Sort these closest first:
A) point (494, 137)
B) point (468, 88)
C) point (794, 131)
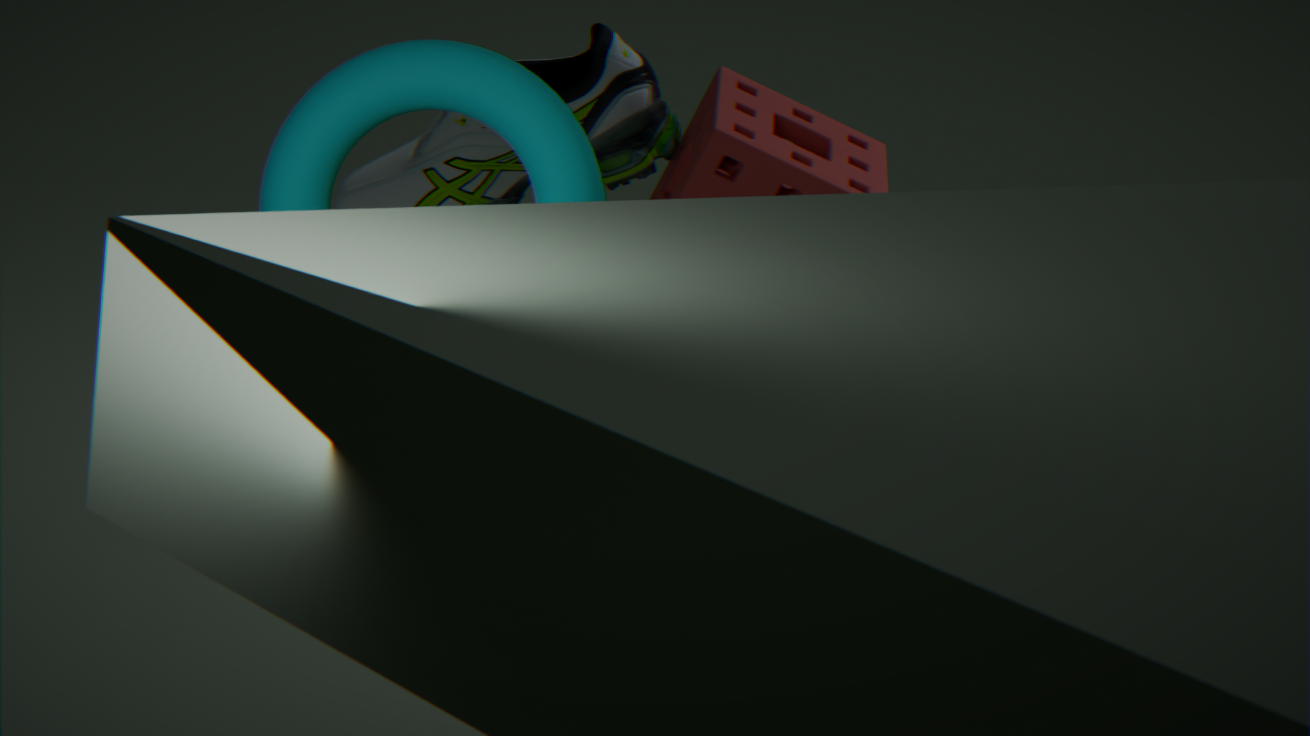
Answer: point (468, 88), point (494, 137), point (794, 131)
